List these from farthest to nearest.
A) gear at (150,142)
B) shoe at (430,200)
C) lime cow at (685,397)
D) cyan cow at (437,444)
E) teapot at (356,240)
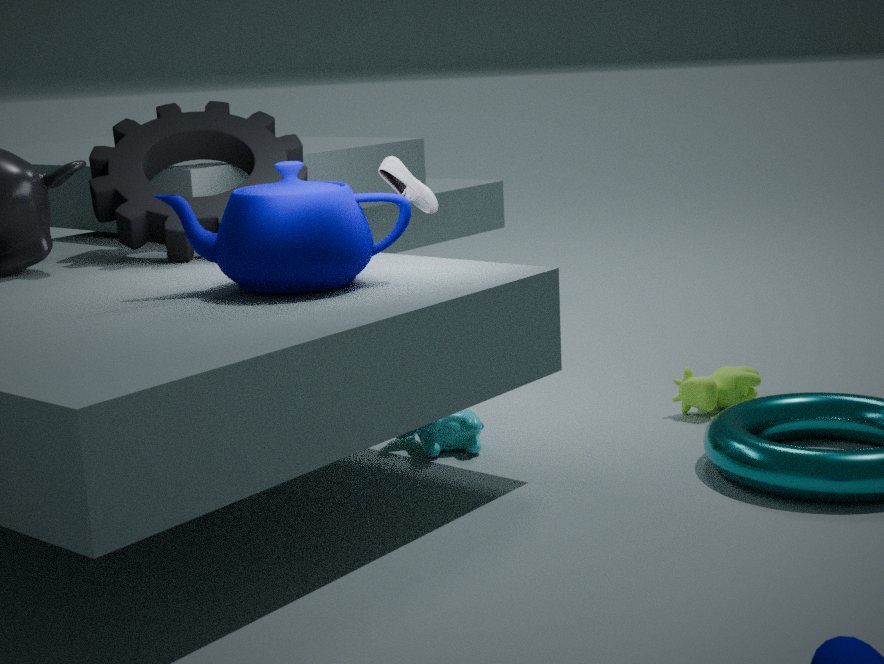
lime cow at (685,397), shoe at (430,200), gear at (150,142), cyan cow at (437,444), teapot at (356,240)
